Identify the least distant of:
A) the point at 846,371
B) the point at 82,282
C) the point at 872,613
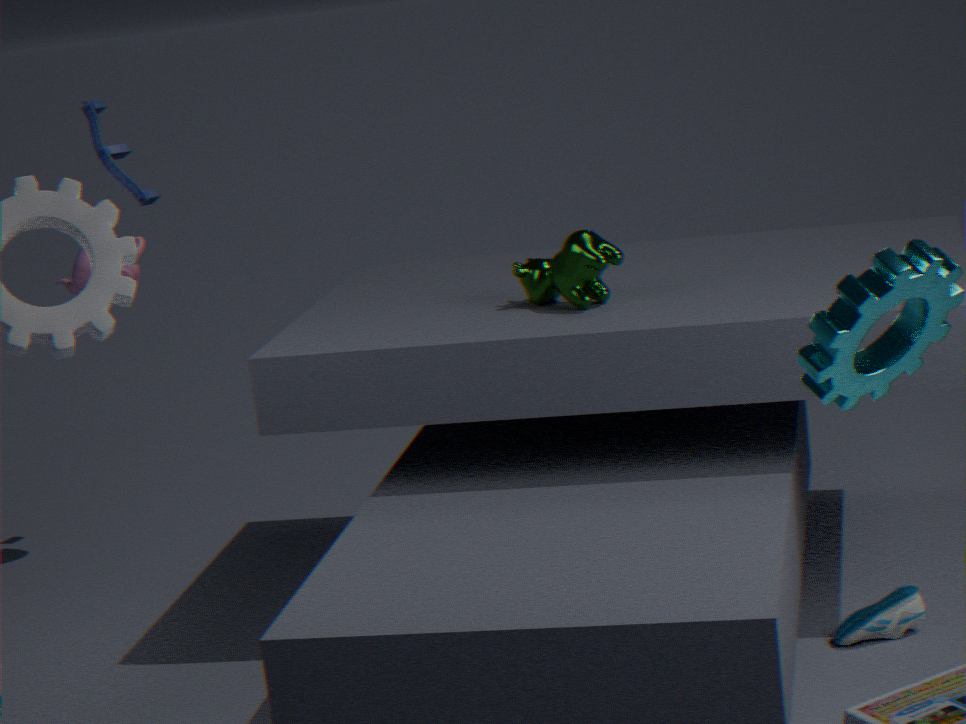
the point at 846,371
